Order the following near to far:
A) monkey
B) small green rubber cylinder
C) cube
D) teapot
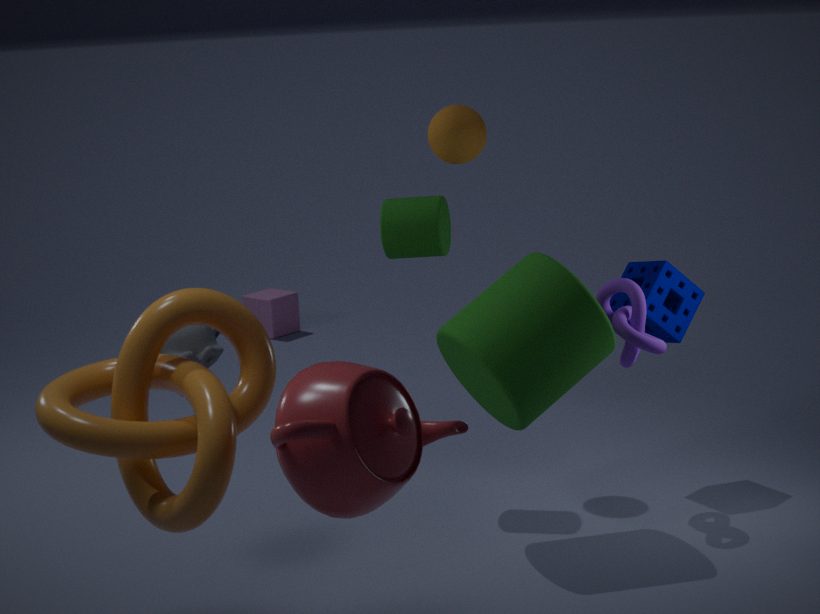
teapot
monkey
small green rubber cylinder
cube
